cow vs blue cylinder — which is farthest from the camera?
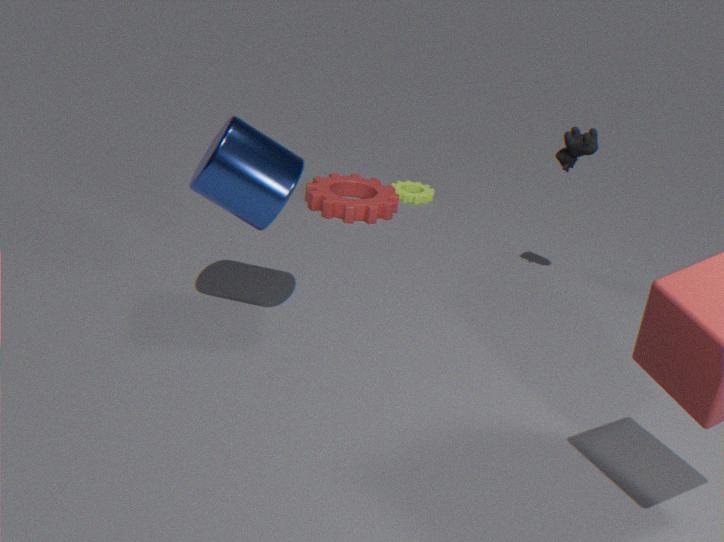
cow
